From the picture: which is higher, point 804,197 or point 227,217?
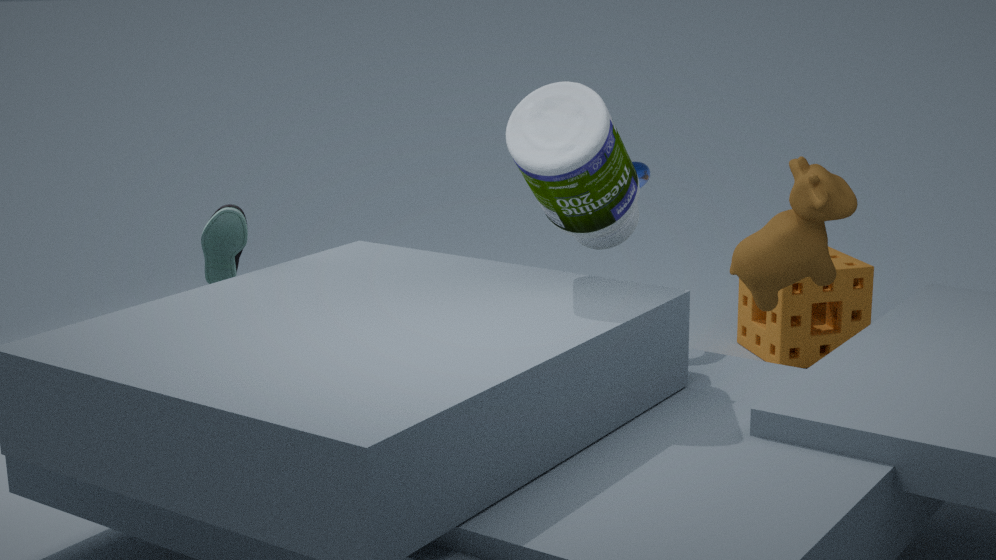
point 227,217
